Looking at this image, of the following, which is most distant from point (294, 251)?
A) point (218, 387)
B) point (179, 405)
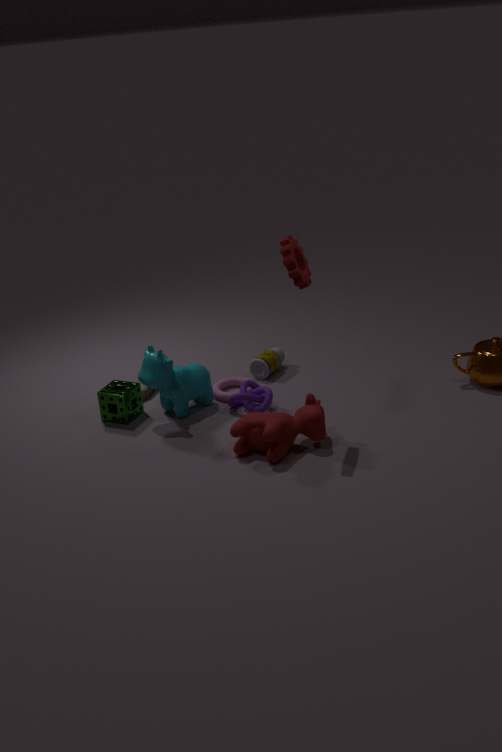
point (218, 387)
